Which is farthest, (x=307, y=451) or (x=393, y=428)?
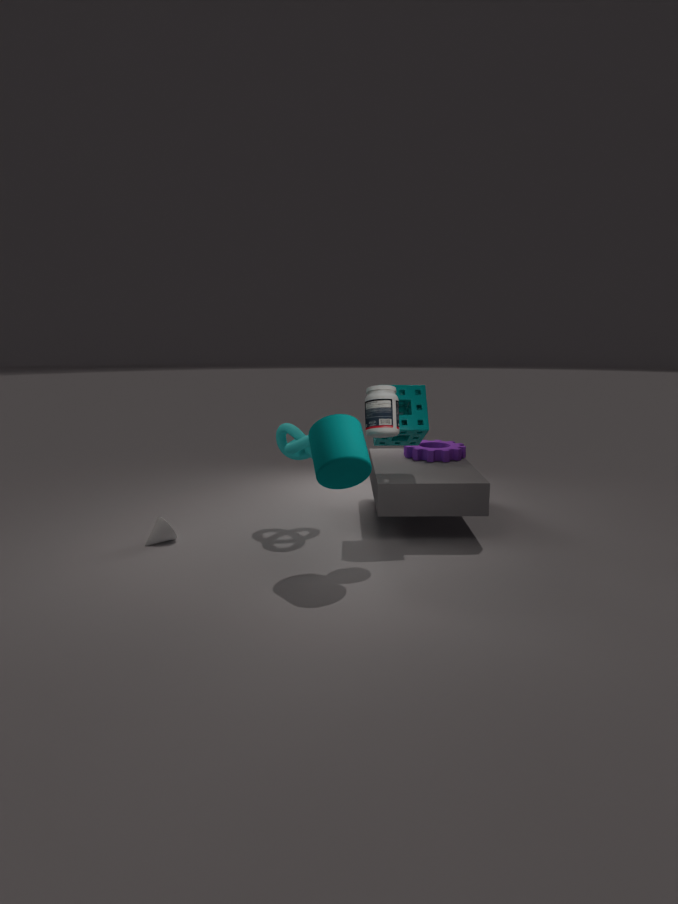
(x=307, y=451)
